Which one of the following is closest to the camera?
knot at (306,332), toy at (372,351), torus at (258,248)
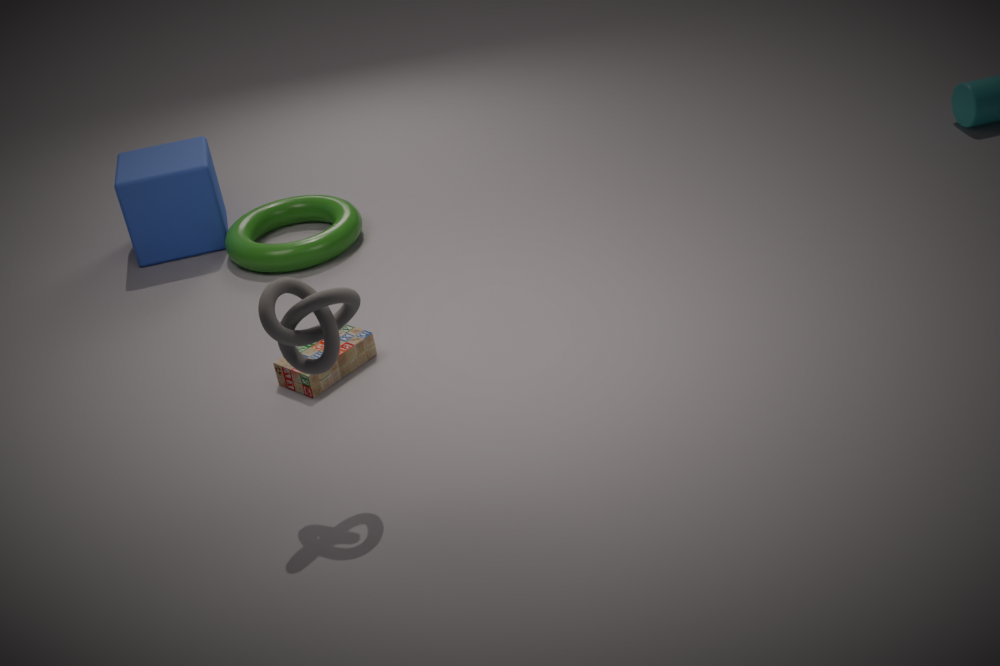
knot at (306,332)
